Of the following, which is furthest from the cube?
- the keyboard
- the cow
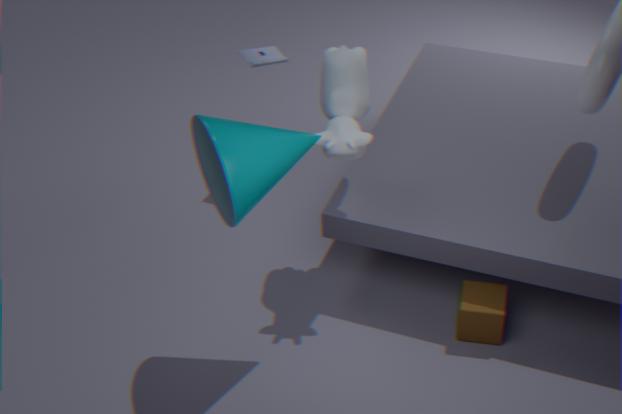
the keyboard
